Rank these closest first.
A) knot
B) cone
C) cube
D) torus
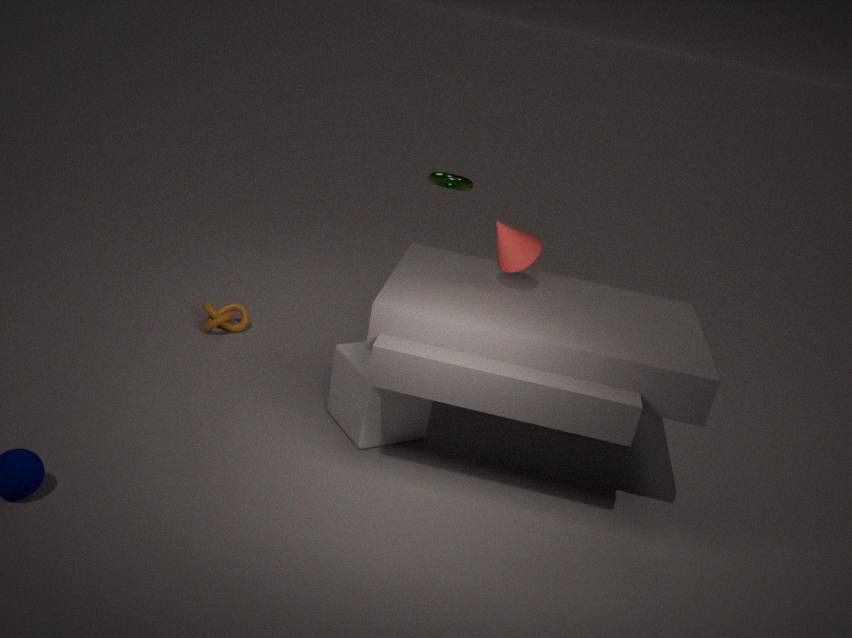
cone
cube
knot
torus
